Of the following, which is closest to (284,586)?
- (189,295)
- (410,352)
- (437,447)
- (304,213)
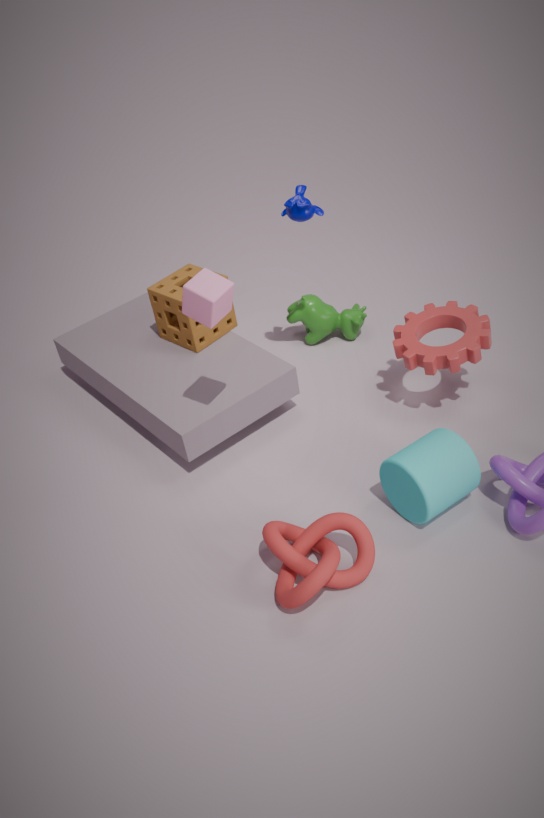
(437,447)
